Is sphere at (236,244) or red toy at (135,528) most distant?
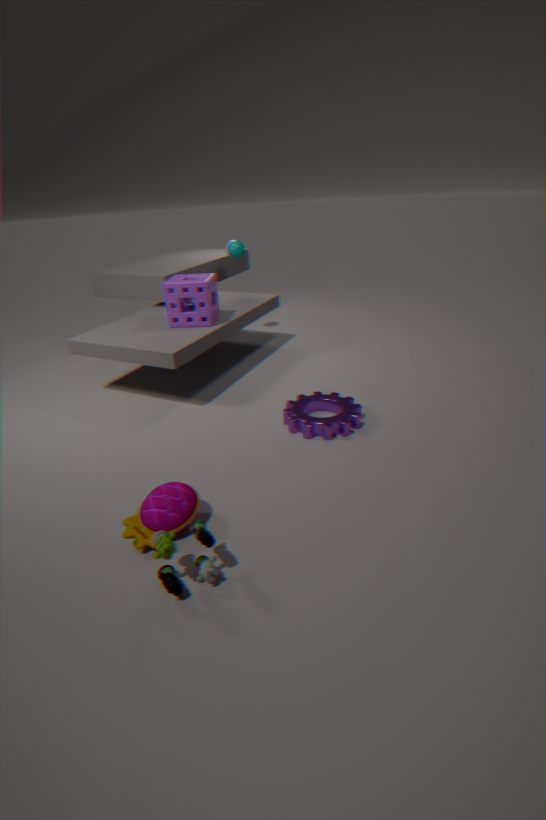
sphere at (236,244)
